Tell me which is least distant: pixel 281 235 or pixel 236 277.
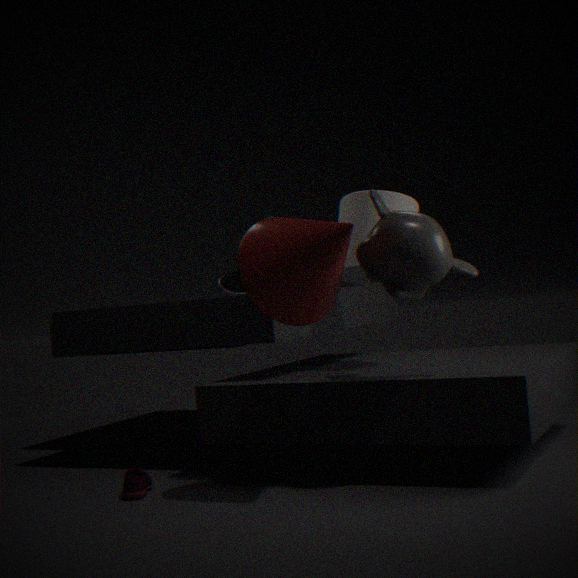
pixel 281 235
